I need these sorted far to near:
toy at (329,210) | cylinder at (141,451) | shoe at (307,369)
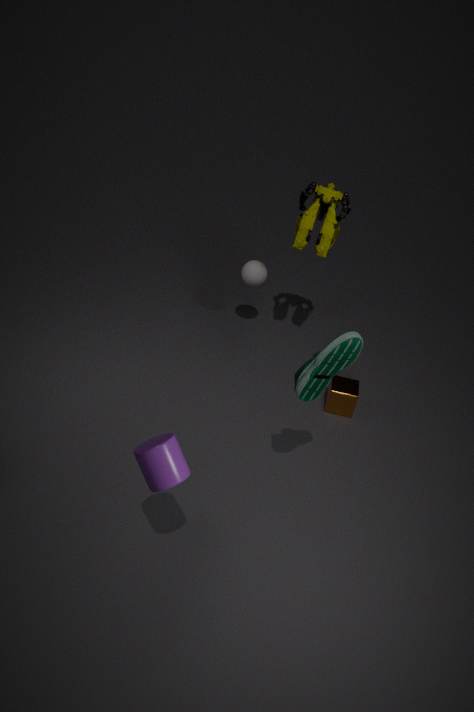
toy at (329,210) < shoe at (307,369) < cylinder at (141,451)
